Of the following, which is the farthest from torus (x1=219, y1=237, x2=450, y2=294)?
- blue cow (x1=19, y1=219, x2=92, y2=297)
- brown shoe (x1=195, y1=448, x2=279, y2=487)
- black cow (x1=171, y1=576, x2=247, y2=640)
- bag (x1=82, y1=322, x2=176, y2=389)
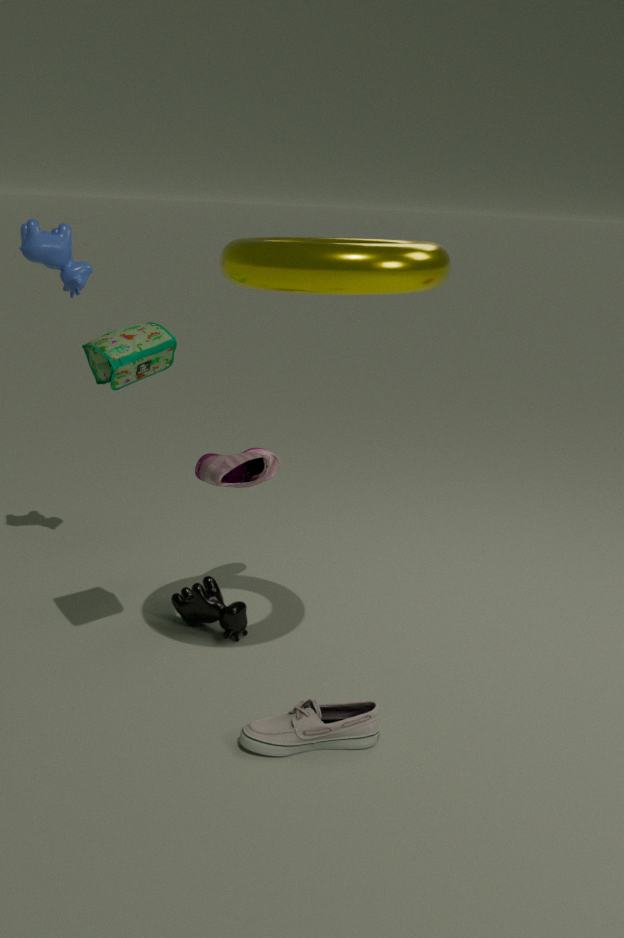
black cow (x1=171, y1=576, x2=247, y2=640)
